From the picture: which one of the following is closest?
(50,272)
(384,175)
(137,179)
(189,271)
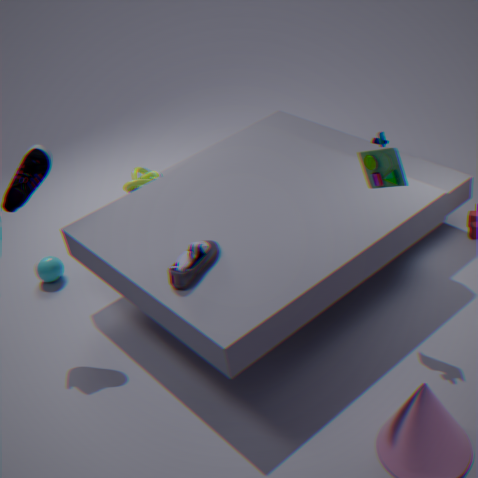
(384,175)
